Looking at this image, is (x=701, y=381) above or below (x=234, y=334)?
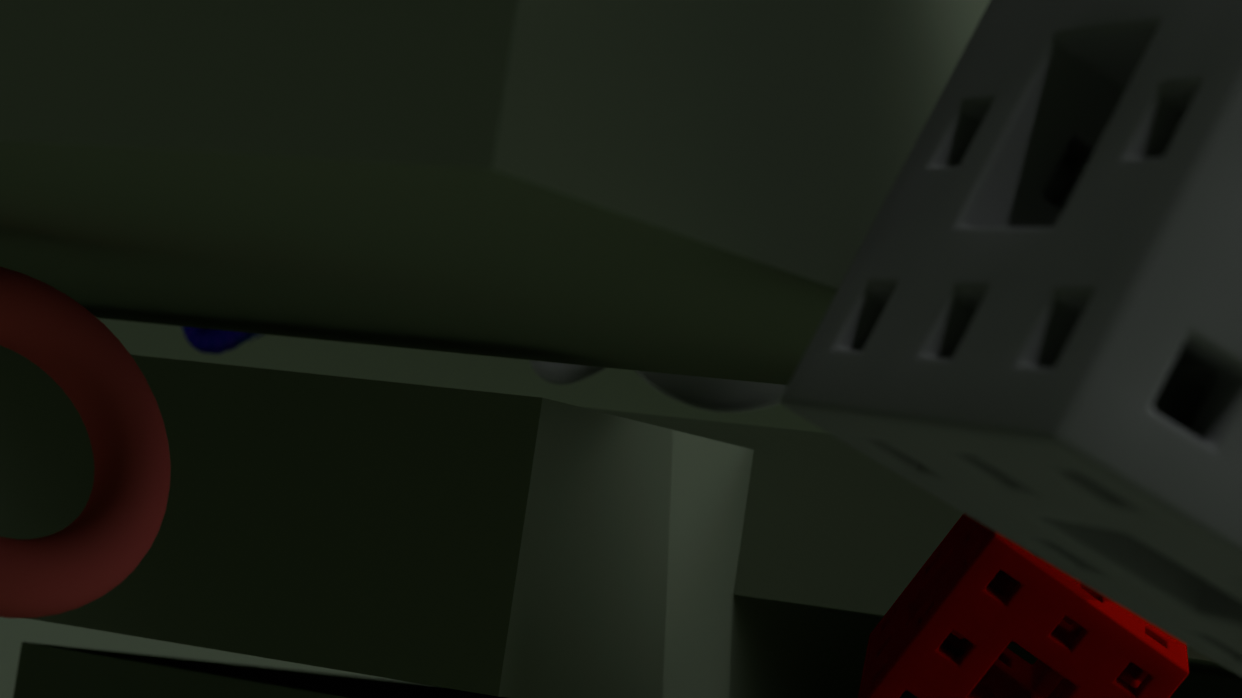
below
